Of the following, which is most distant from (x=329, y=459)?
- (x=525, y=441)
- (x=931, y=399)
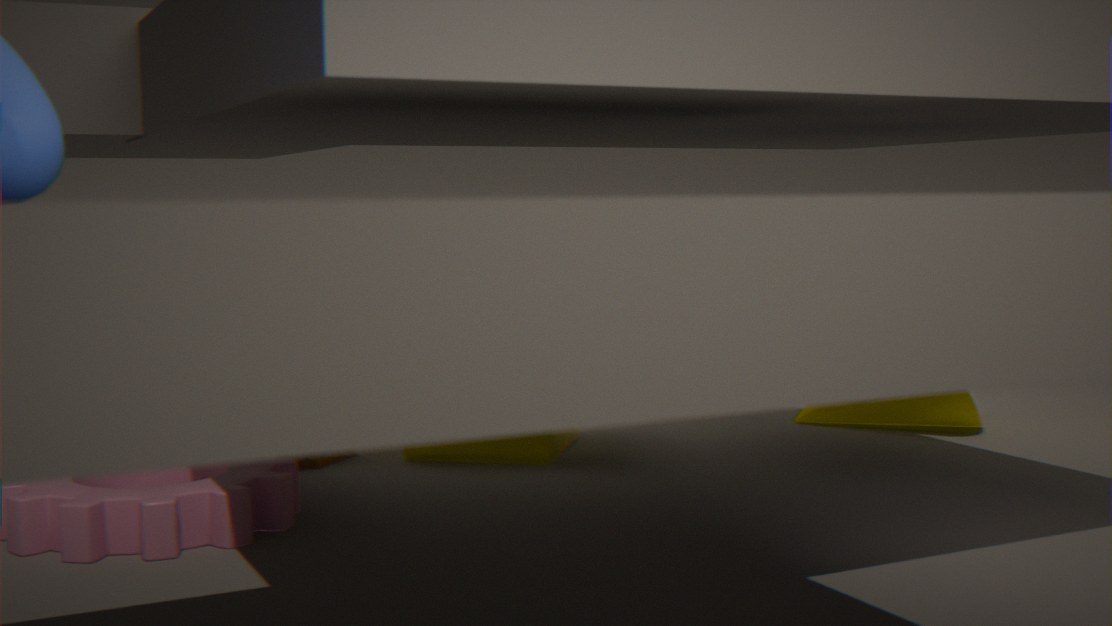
(x=931, y=399)
